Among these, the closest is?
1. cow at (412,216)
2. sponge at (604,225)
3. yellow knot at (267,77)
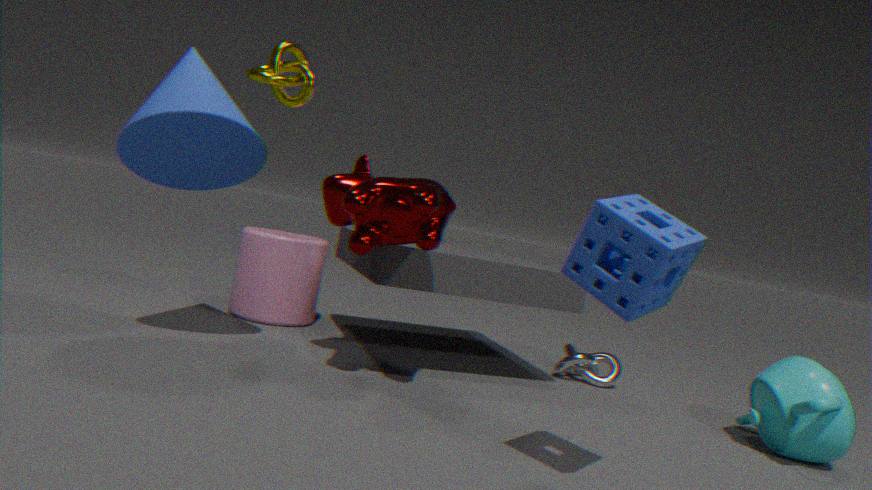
sponge at (604,225)
